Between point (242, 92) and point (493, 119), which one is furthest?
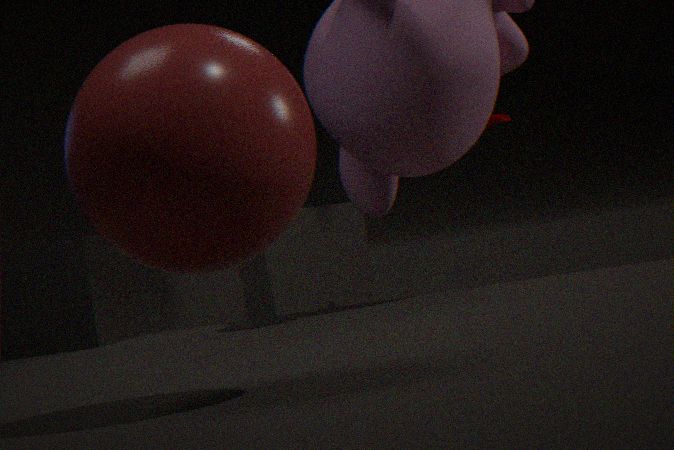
point (493, 119)
